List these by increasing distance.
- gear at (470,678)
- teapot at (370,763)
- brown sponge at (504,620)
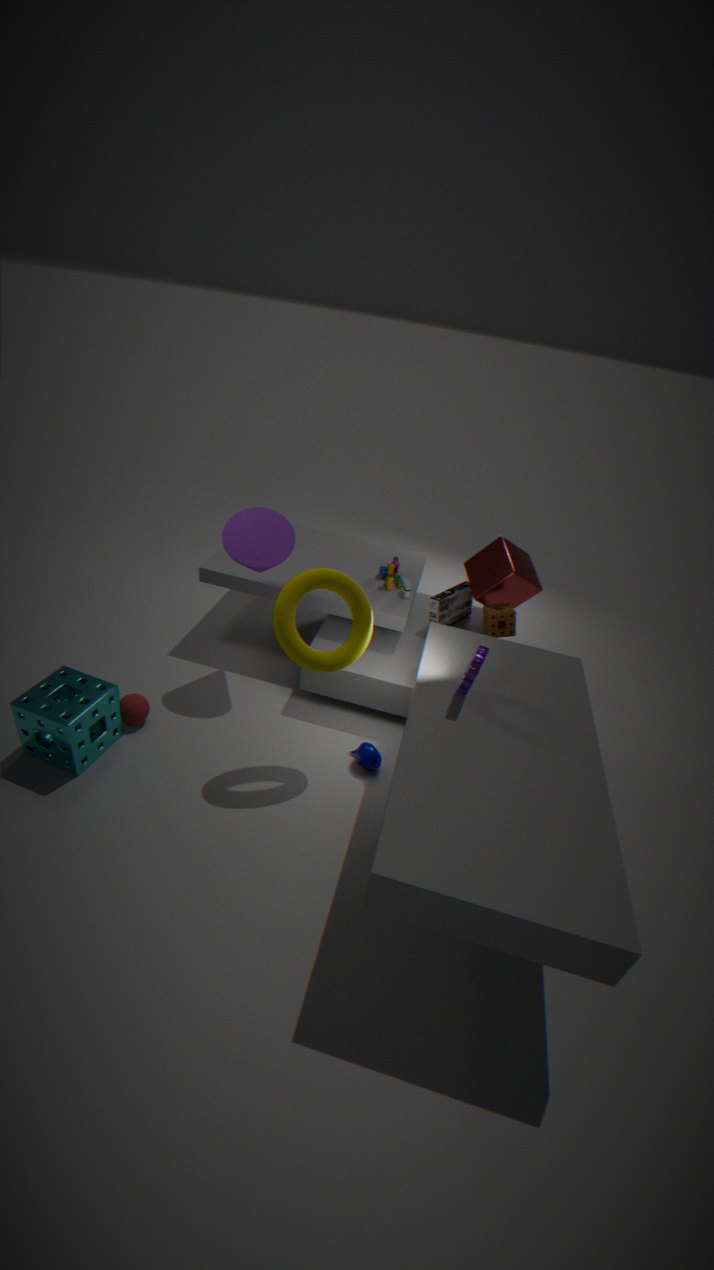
1. gear at (470,678)
2. teapot at (370,763)
3. brown sponge at (504,620)
